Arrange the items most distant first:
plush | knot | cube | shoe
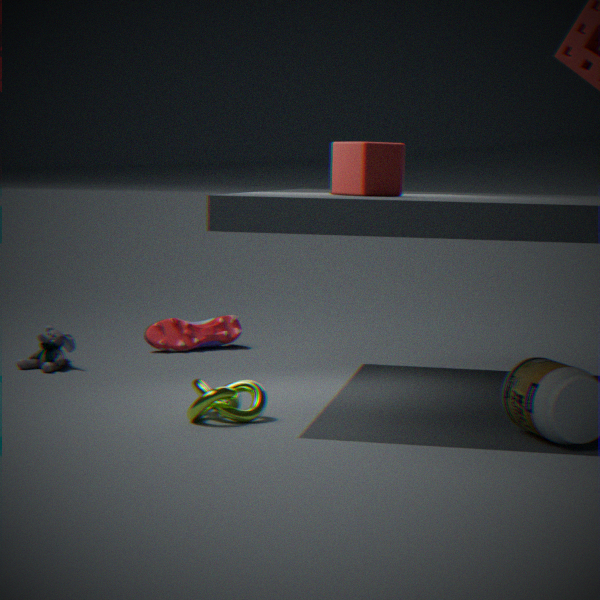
shoe < plush < cube < knot
